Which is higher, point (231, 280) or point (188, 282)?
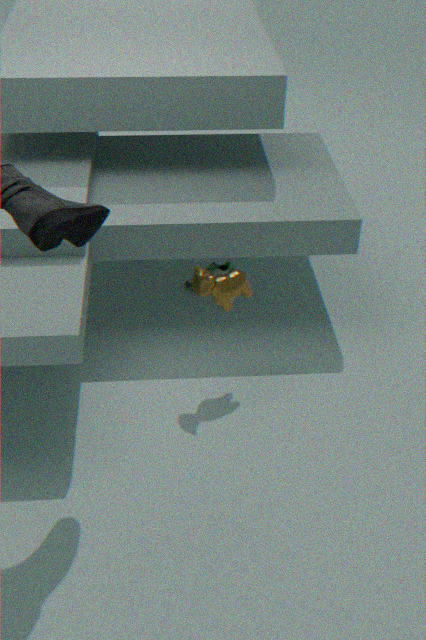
point (231, 280)
